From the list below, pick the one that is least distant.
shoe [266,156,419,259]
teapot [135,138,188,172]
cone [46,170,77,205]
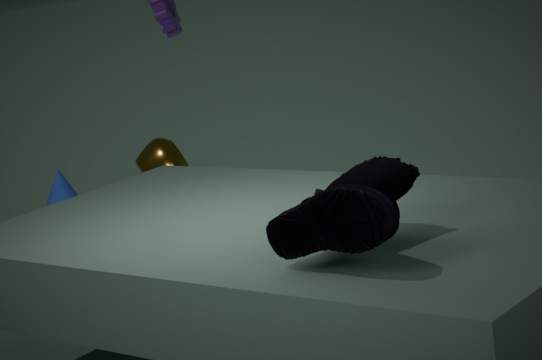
shoe [266,156,419,259]
